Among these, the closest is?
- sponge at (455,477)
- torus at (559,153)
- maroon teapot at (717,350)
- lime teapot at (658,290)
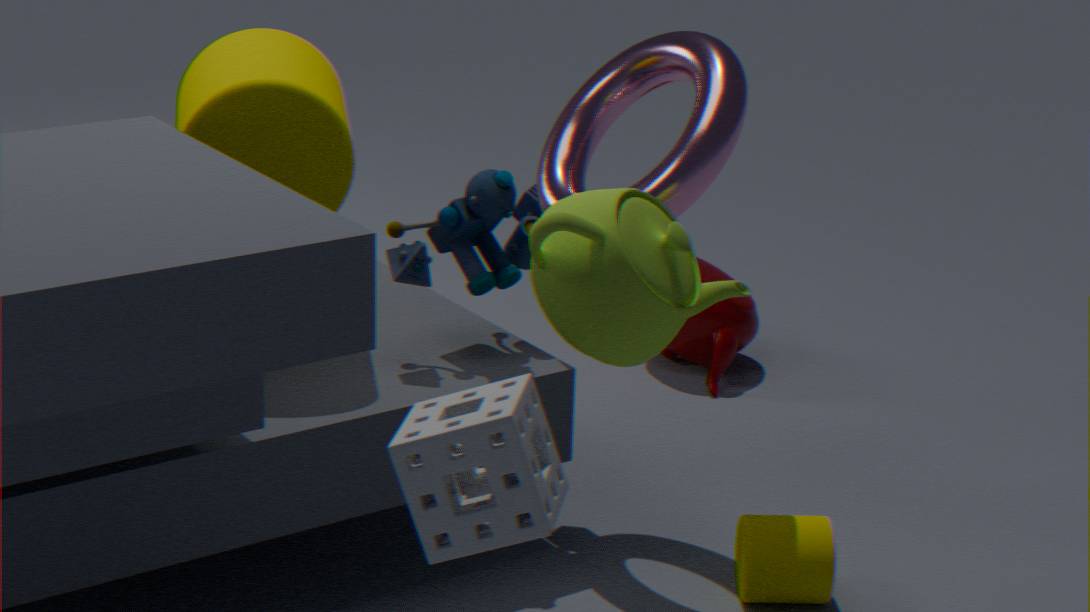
sponge at (455,477)
